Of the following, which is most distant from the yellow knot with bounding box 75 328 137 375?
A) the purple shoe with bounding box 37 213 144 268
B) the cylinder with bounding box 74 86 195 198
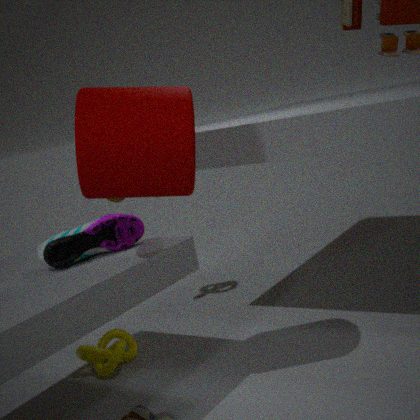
the cylinder with bounding box 74 86 195 198
